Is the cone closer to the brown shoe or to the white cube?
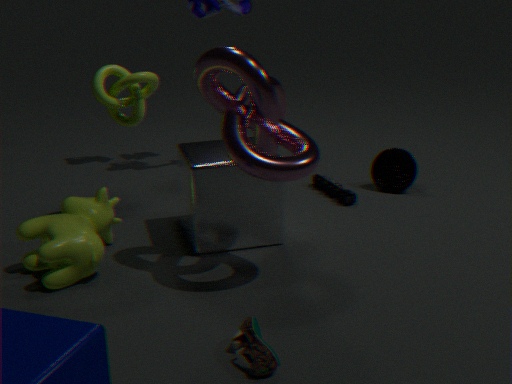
the white cube
